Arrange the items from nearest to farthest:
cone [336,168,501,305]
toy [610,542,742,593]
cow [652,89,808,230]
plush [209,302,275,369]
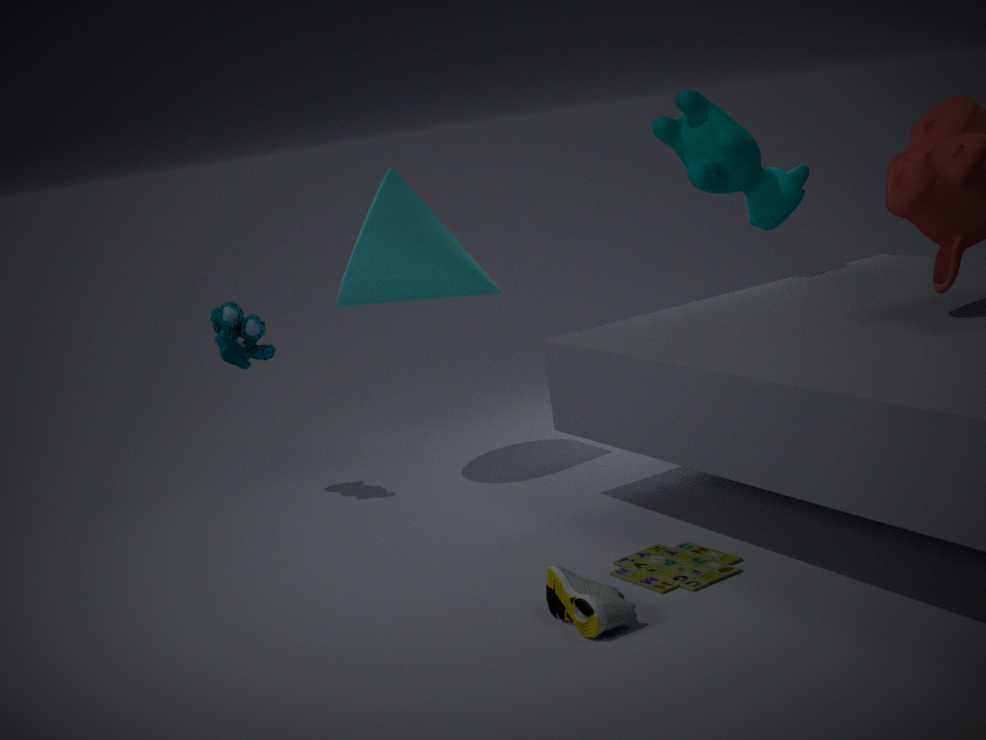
toy [610,542,742,593] < cone [336,168,501,305] < plush [209,302,275,369] < cow [652,89,808,230]
